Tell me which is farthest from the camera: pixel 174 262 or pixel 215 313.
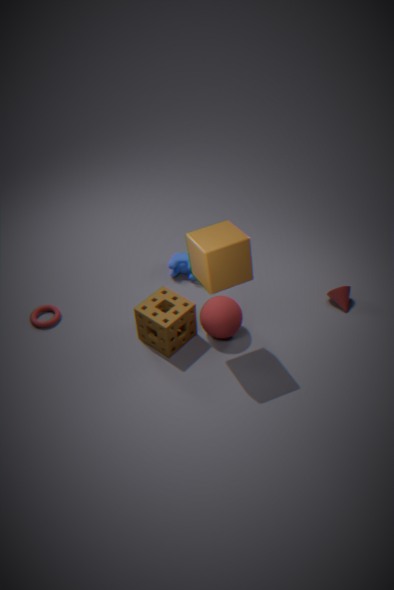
pixel 174 262
